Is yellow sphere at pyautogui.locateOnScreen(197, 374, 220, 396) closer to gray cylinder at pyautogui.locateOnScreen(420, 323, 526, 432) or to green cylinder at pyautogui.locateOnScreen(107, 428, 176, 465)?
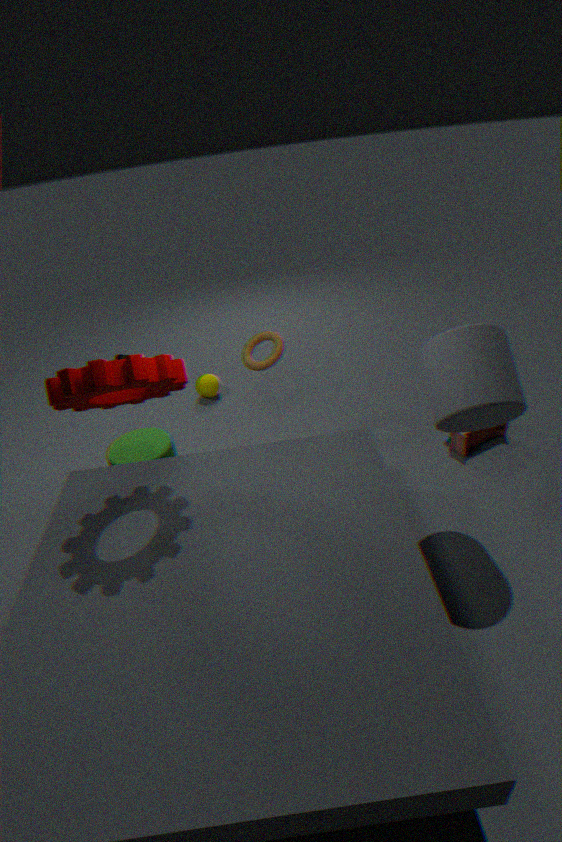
green cylinder at pyautogui.locateOnScreen(107, 428, 176, 465)
